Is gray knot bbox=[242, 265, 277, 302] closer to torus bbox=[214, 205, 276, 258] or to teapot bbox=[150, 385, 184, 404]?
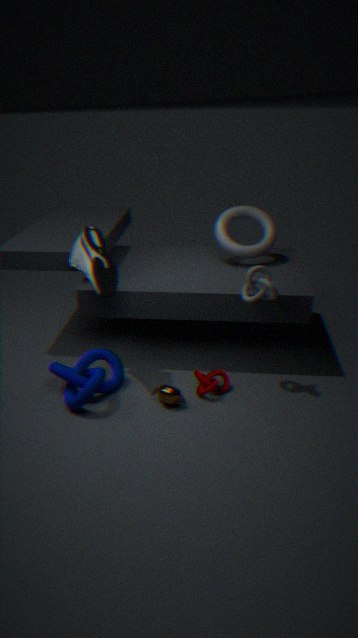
torus bbox=[214, 205, 276, 258]
